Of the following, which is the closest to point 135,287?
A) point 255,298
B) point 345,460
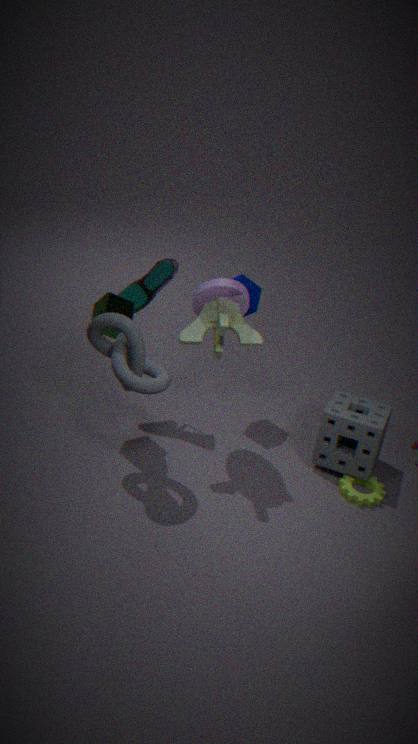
point 255,298
